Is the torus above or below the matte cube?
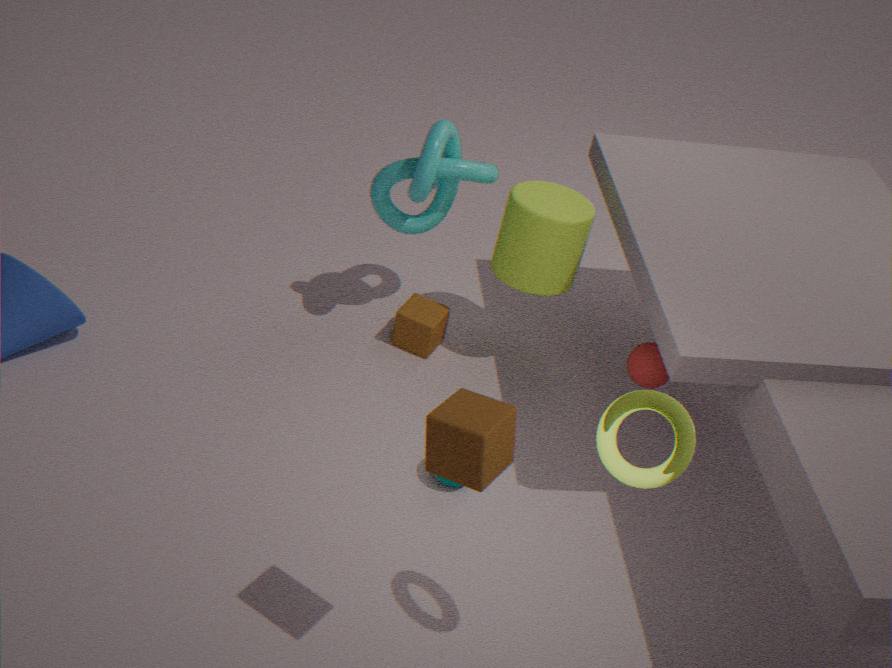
above
